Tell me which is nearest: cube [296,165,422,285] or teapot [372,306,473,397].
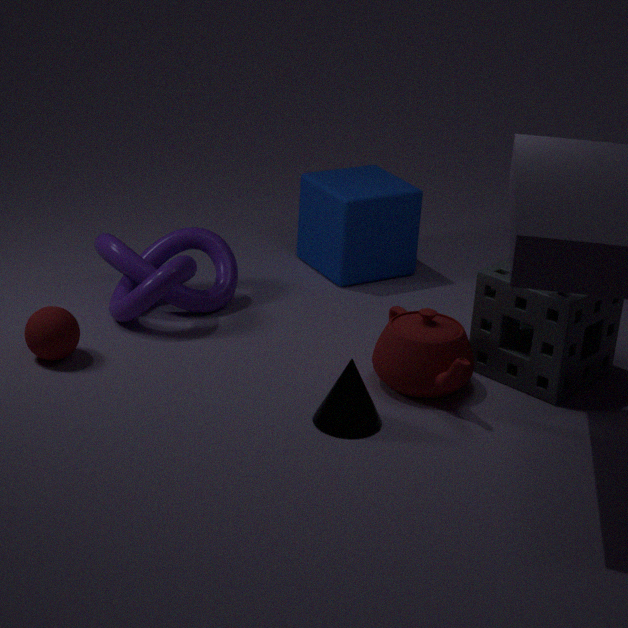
teapot [372,306,473,397]
